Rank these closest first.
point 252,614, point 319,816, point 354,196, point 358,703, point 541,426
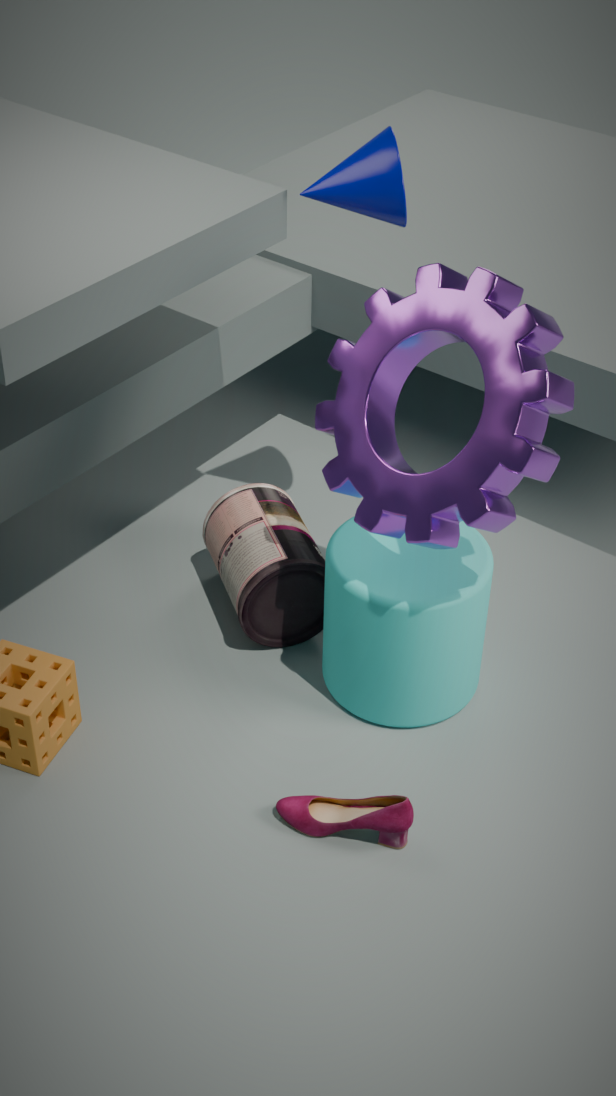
point 541,426
point 319,816
point 354,196
point 358,703
point 252,614
